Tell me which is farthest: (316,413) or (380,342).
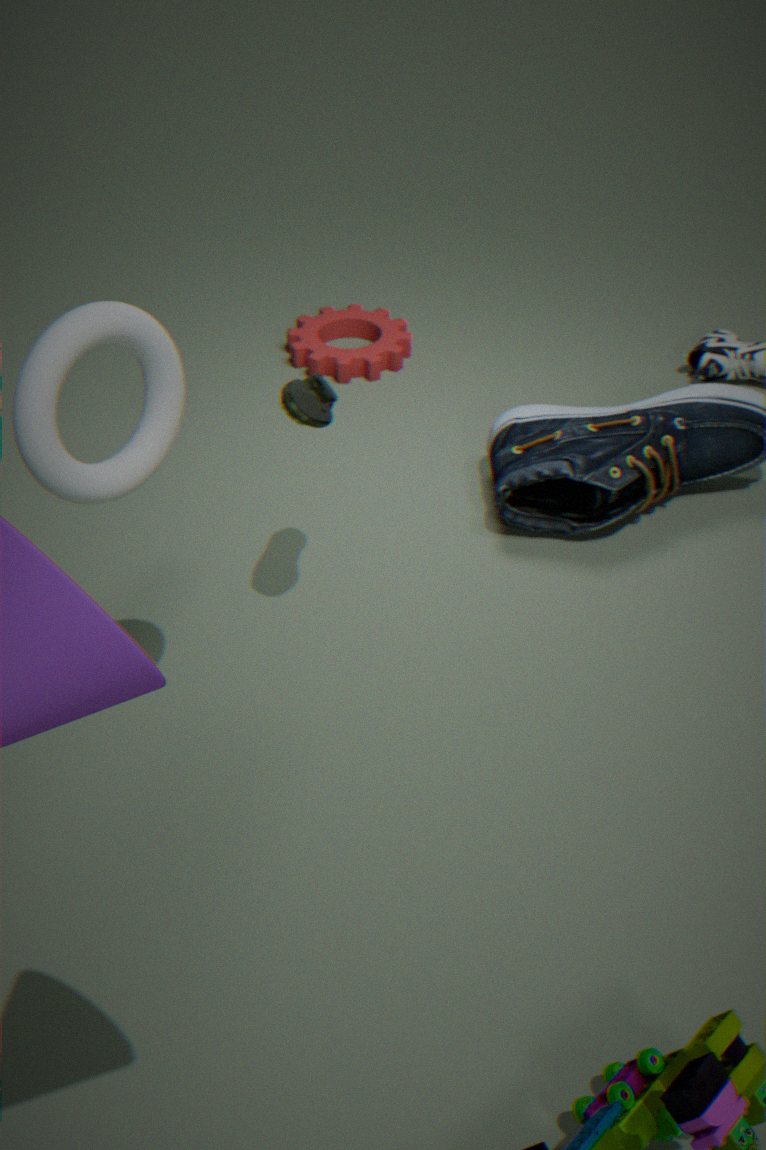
(380,342)
